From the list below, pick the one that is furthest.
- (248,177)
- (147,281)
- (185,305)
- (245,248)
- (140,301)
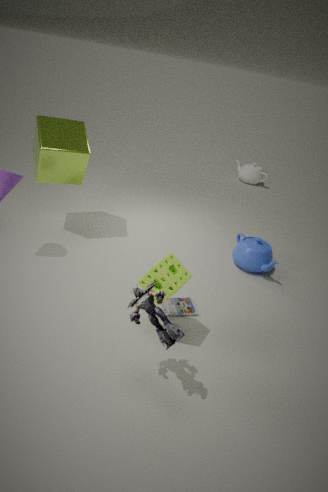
(248,177)
